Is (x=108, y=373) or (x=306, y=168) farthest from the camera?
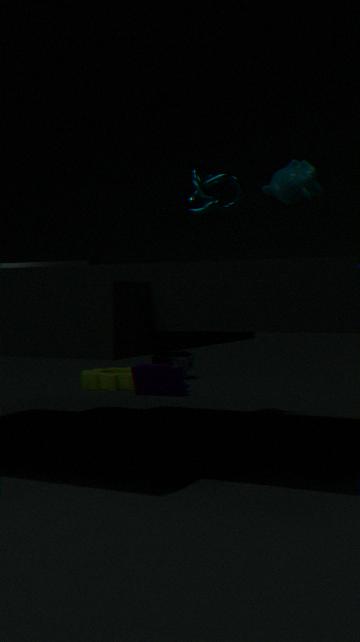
(x=108, y=373)
